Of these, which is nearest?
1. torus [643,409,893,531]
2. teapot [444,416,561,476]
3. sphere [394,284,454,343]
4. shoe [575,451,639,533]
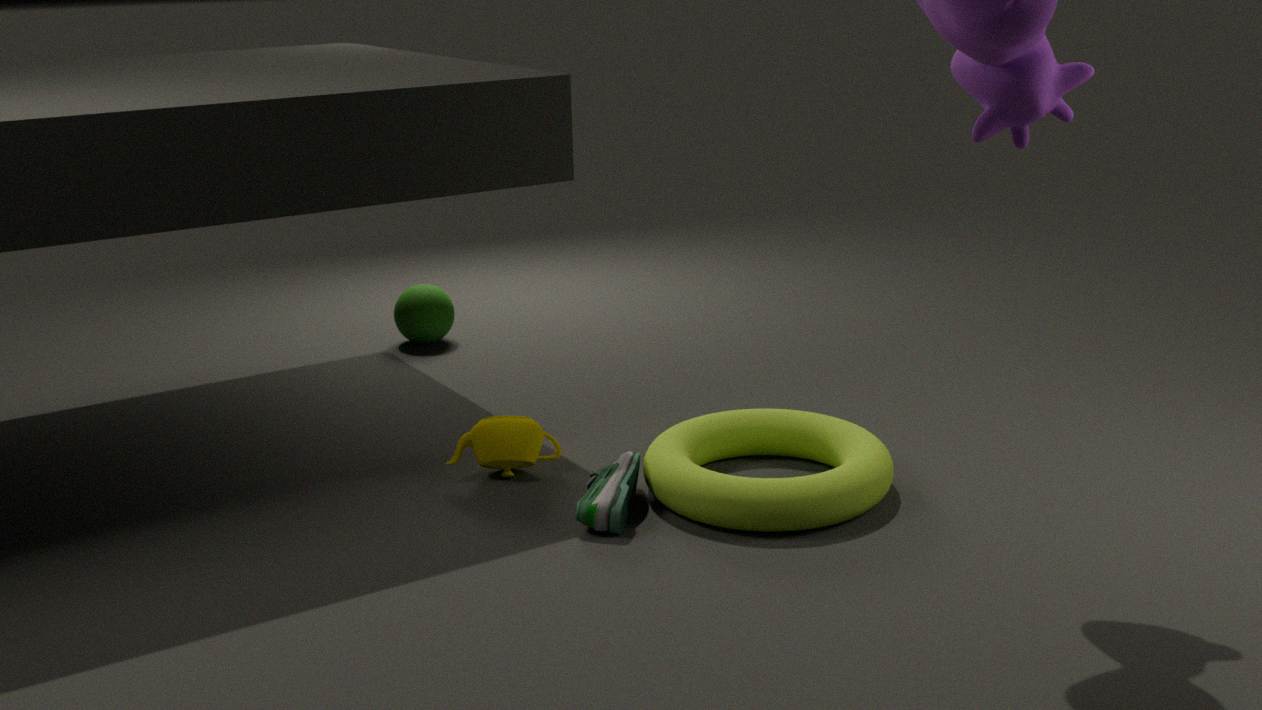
torus [643,409,893,531]
